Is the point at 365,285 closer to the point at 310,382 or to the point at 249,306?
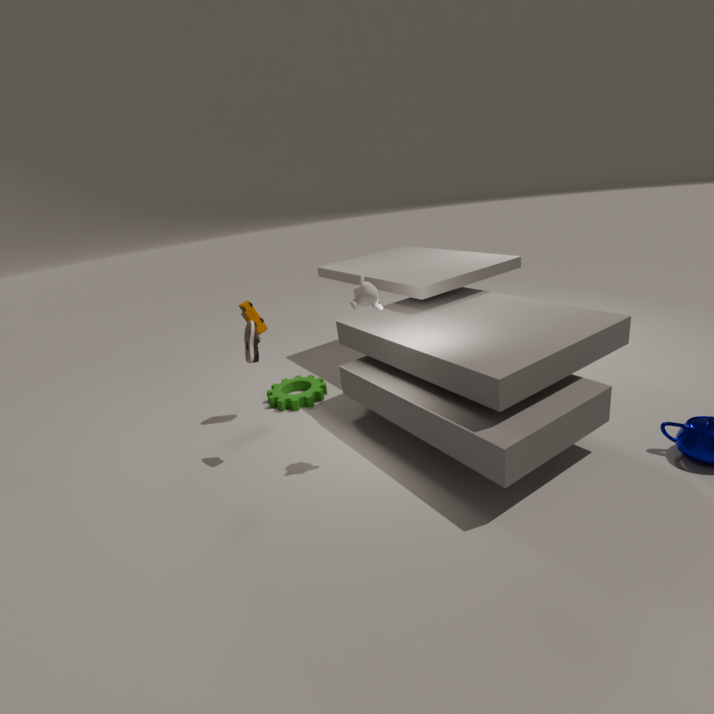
the point at 249,306
